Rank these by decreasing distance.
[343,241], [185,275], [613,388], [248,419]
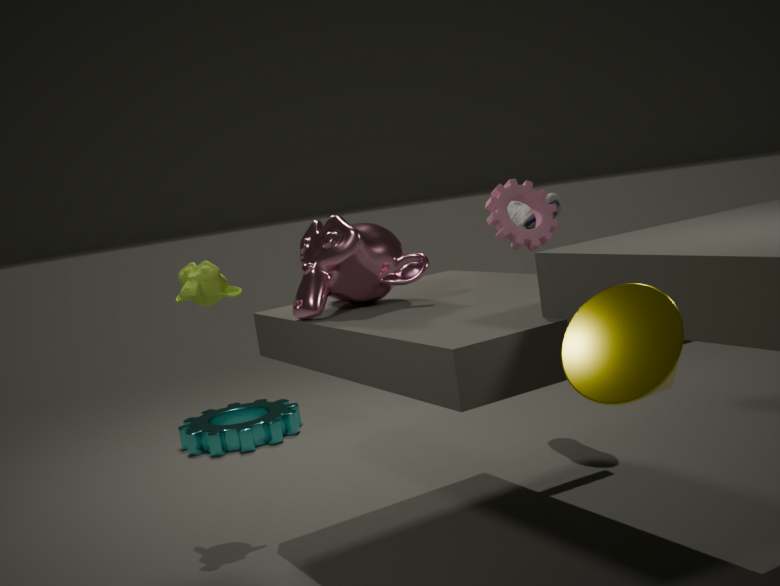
[248,419] < [185,275] < [343,241] < [613,388]
